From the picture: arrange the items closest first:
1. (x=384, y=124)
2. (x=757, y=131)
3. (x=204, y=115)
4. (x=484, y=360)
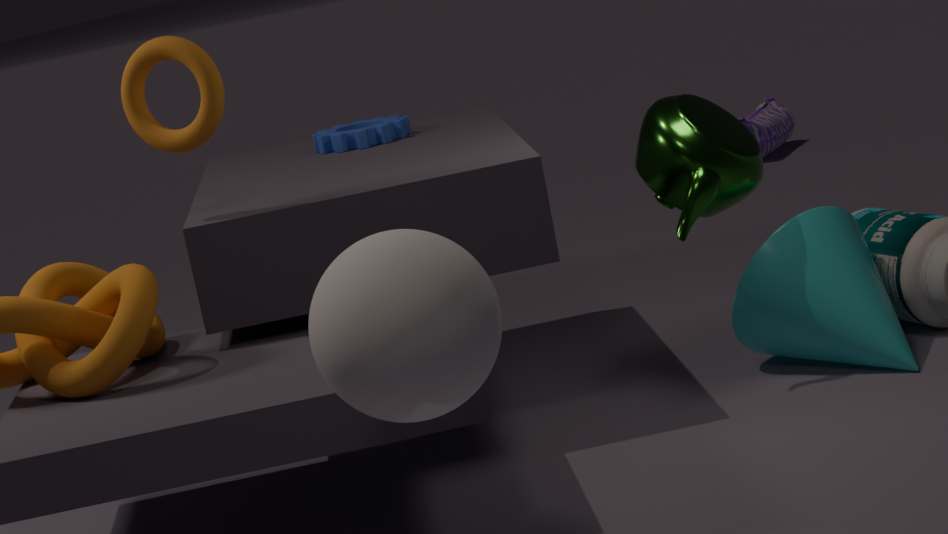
(x=484, y=360)
(x=204, y=115)
(x=384, y=124)
(x=757, y=131)
